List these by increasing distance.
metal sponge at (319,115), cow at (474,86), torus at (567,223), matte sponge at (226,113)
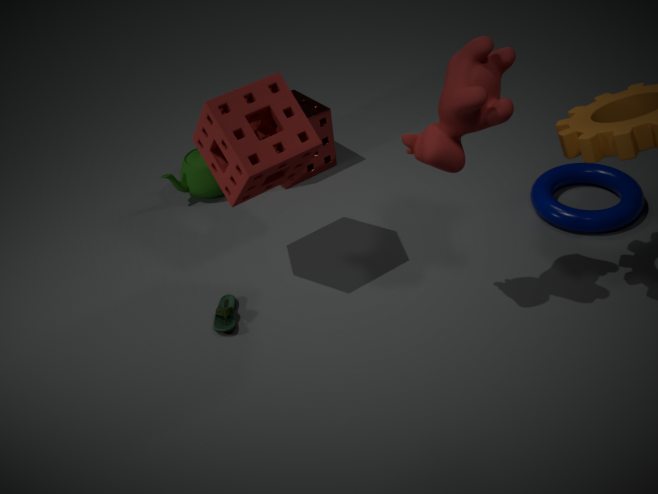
cow at (474,86), matte sponge at (226,113), torus at (567,223), metal sponge at (319,115)
